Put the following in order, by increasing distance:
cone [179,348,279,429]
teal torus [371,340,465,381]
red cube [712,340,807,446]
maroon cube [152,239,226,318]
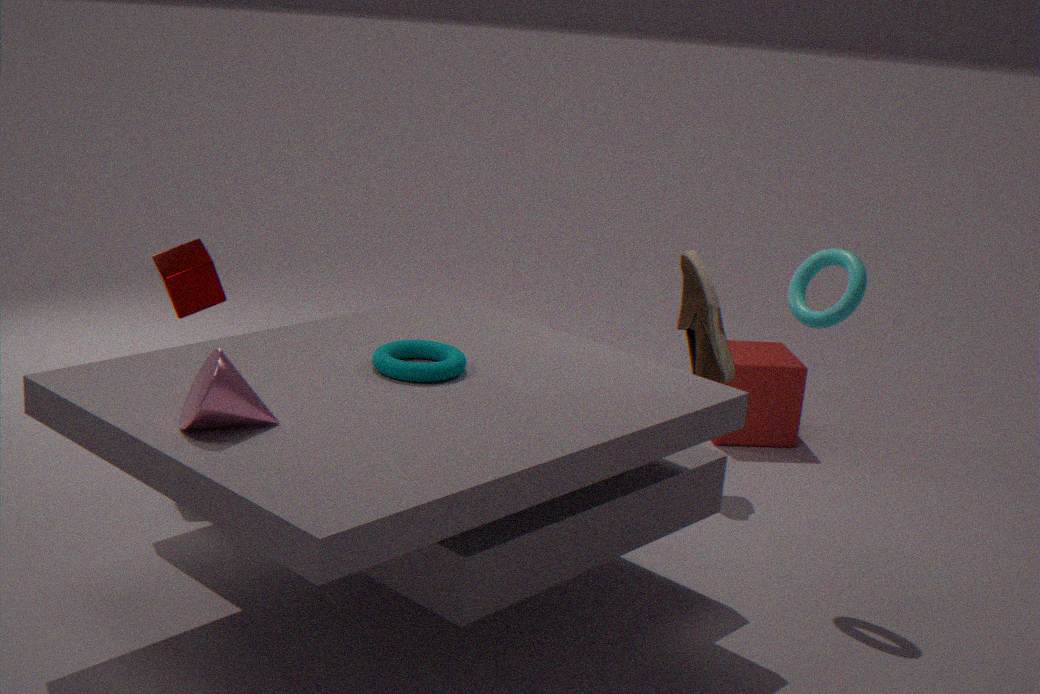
cone [179,348,279,429] < teal torus [371,340,465,381] < maroon cube [152,239,226,318] < red cube [712,340,807,446]
